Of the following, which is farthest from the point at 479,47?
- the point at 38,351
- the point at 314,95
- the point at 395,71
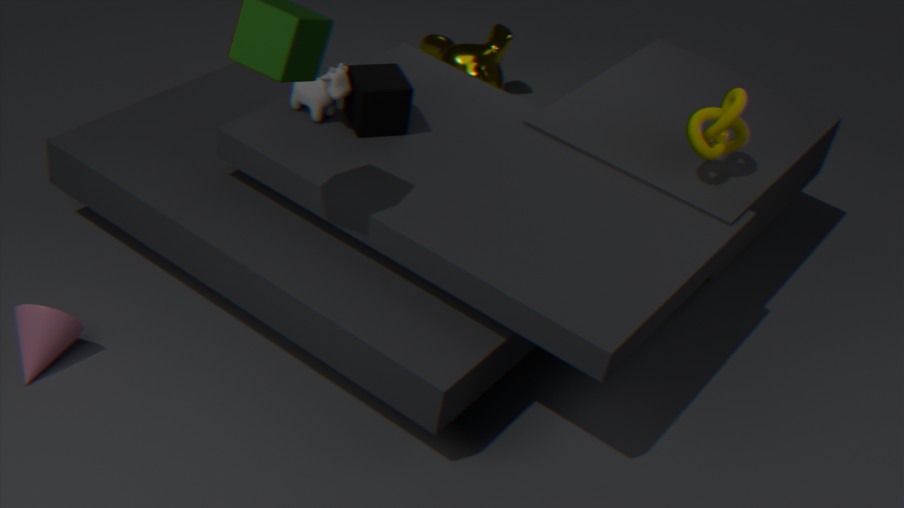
the point at 38,351
